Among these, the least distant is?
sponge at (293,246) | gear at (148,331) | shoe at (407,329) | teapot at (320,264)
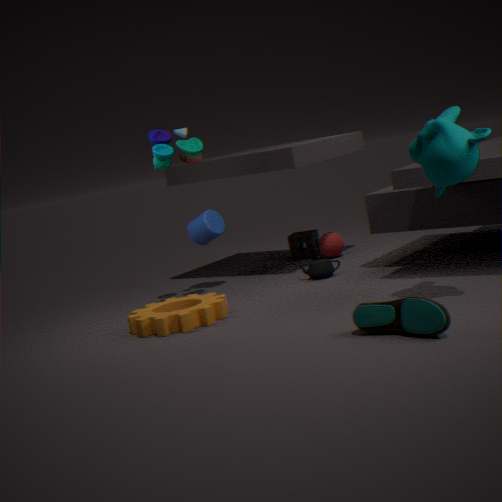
shoe at (407,329)
